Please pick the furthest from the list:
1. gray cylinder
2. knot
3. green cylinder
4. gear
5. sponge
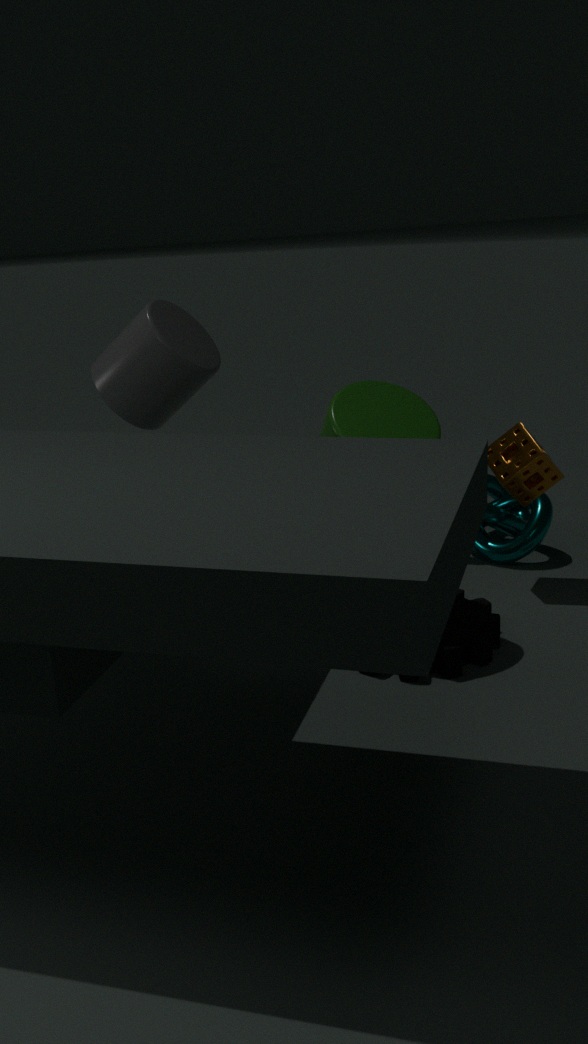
knot
